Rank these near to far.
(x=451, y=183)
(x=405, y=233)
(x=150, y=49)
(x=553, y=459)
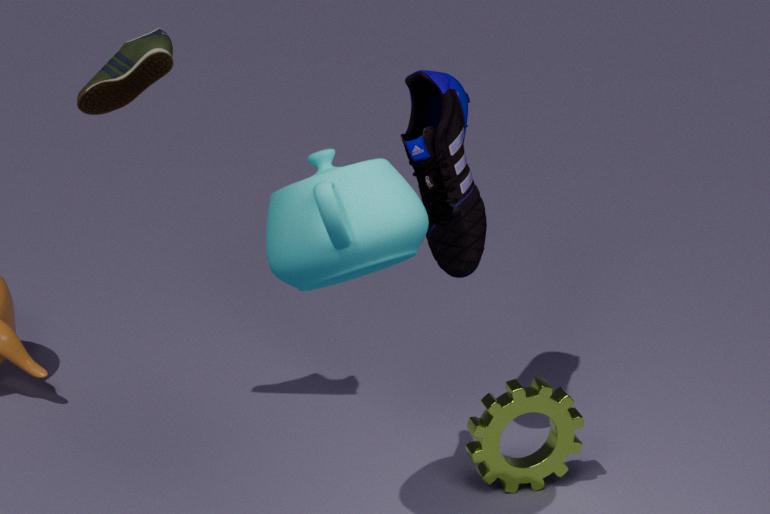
1. (x=405, y=233)
2. (x=150, y=49)
3. (x=451, y=183)
4. (x=553, y=459)
